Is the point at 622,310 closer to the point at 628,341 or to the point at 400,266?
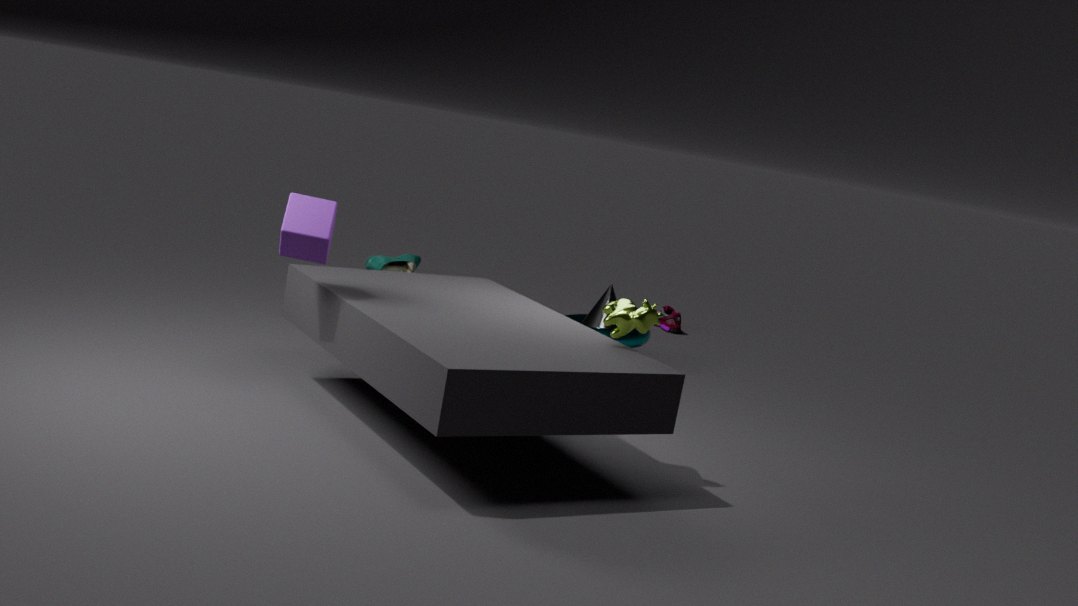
the point at 628,341
